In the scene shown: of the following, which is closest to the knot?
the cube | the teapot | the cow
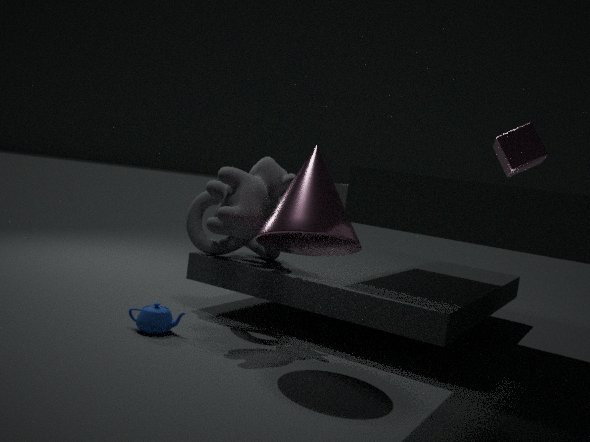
the cow
